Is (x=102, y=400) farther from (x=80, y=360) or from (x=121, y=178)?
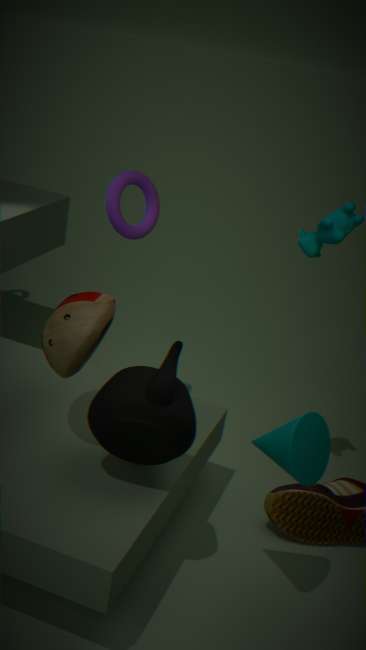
(x=121, y=178)
